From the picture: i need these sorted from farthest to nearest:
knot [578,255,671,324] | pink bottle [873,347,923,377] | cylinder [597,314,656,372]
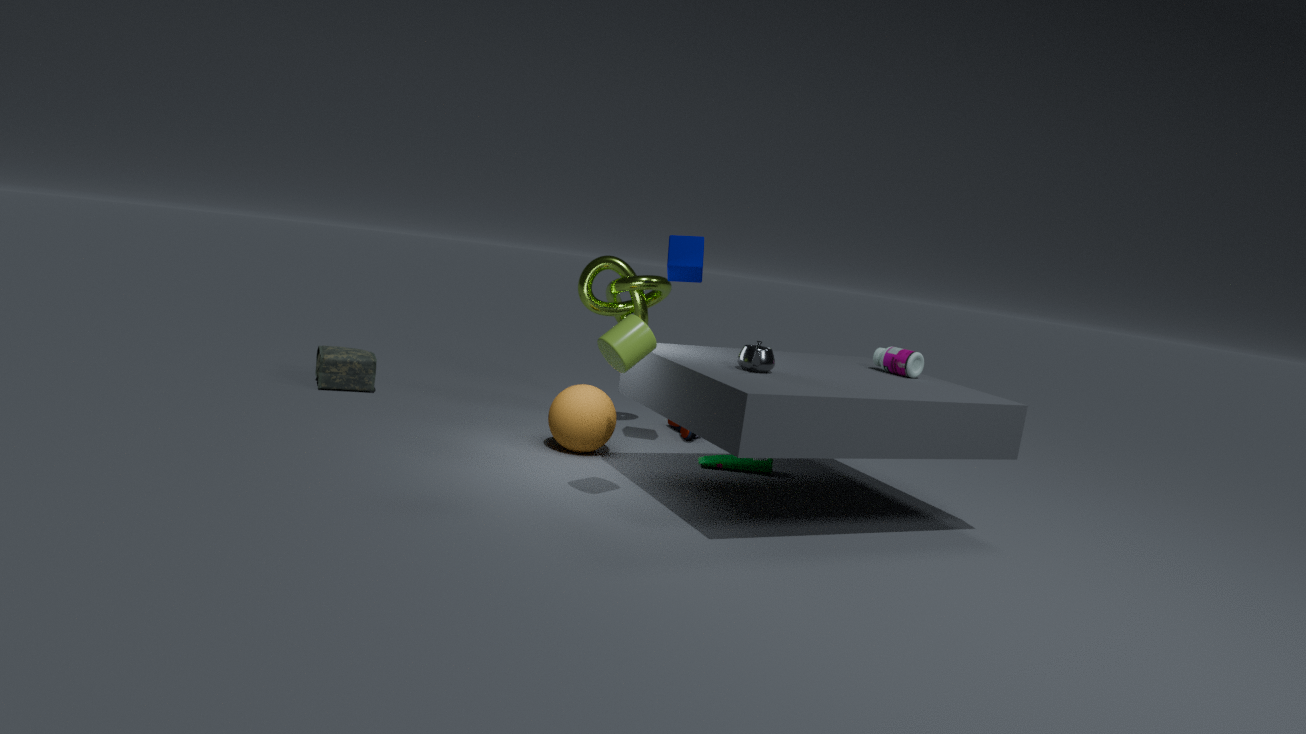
knot [578,255,671,324], pink bottle [873,347,923,377], cylinder [597,314,656,372]
